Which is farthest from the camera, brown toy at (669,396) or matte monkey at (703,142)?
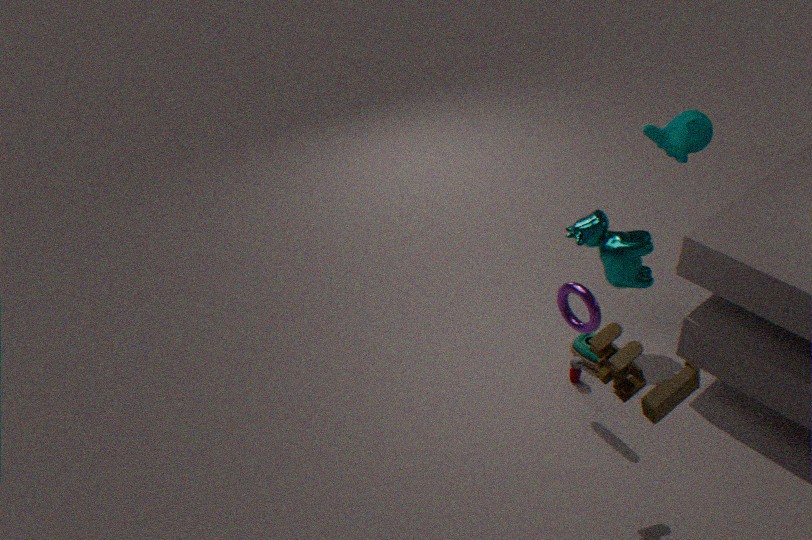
matte monkey at (703,142)
